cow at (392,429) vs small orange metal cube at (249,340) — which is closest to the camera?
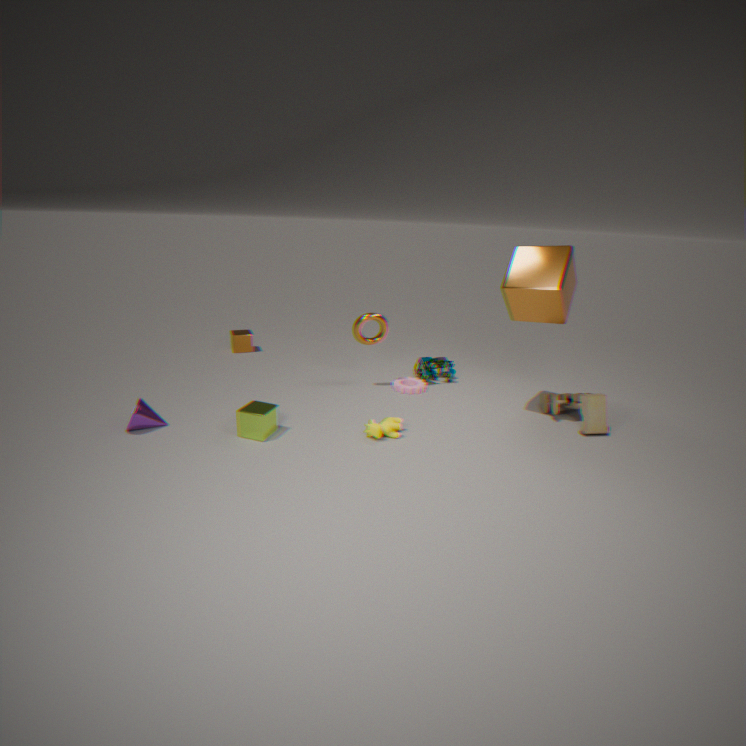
cow at (392,429)
